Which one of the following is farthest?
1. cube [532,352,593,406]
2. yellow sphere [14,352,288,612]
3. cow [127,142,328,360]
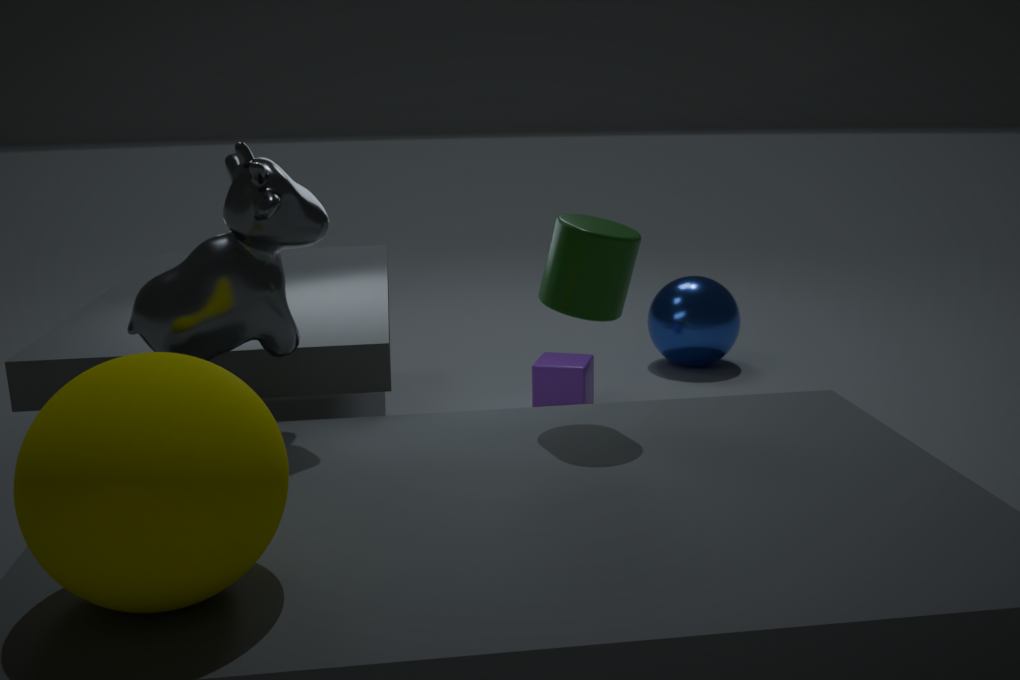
cube [532,352,593,406]
